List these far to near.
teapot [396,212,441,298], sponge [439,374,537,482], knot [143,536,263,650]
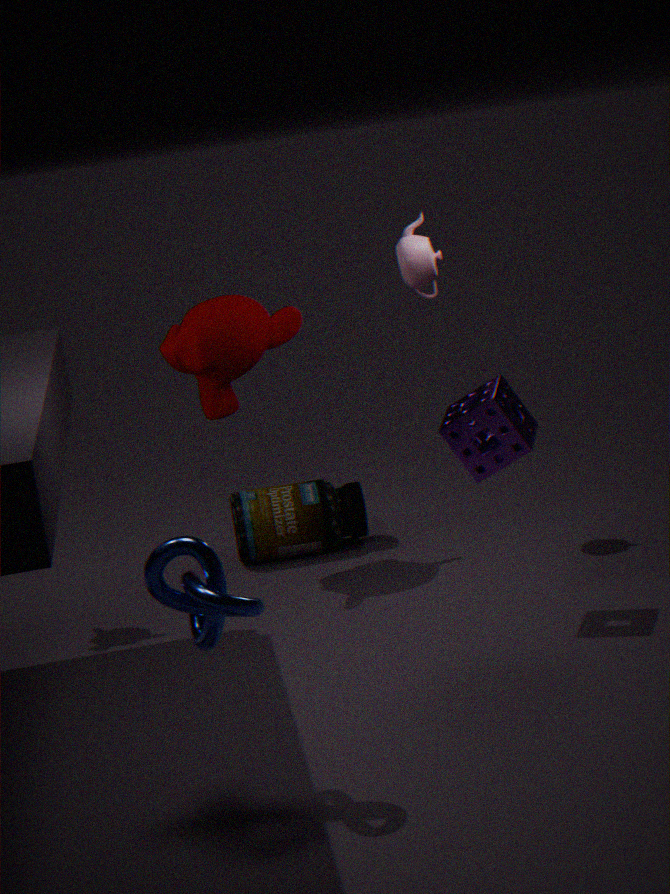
teapot [396,212,441,298], sponge [439,374,537,482], knot [143,536,263,650]
